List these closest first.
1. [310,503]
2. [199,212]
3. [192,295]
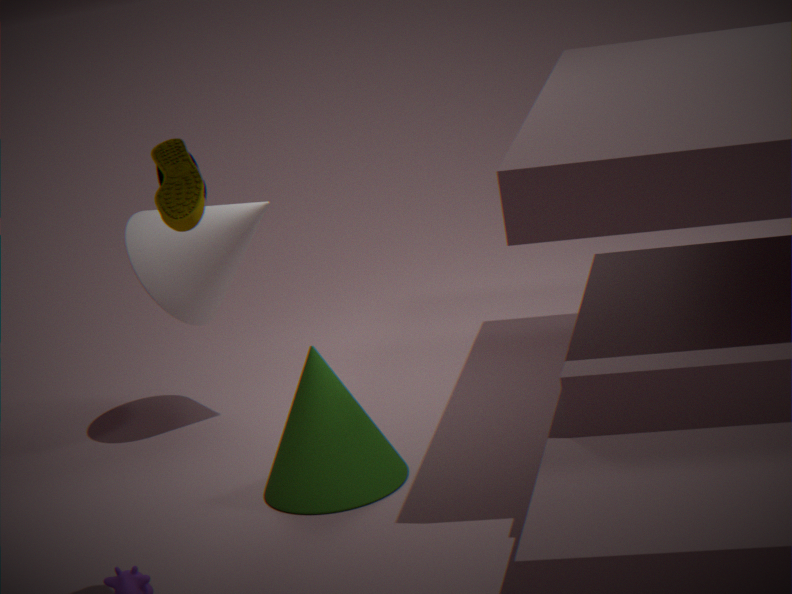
[199,212] → [310,503] → [192,295]
